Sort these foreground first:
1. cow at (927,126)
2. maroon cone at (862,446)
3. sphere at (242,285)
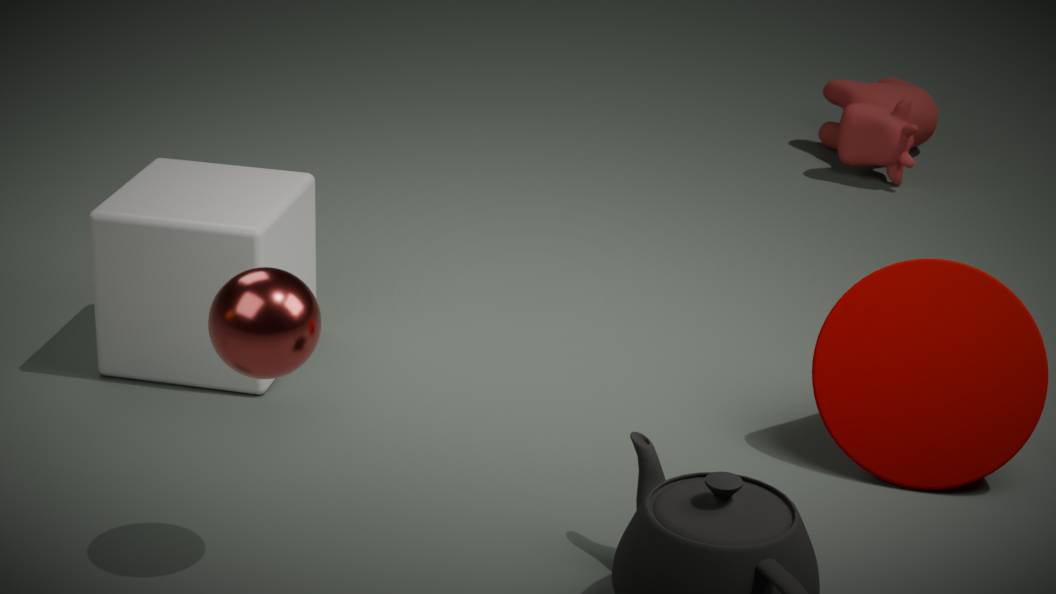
1. sphere at (242,285)
2. maroon cone at (862,446)
3. cow at (927,126)
